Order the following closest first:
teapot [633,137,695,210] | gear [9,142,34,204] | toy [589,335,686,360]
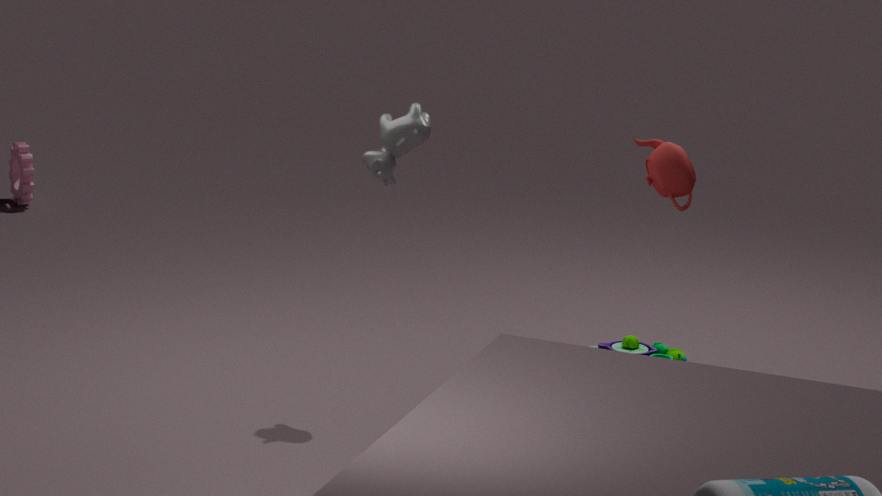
teapot [633,137,695,210], toy [589,335,686,360], gear [9,142,34,204]
